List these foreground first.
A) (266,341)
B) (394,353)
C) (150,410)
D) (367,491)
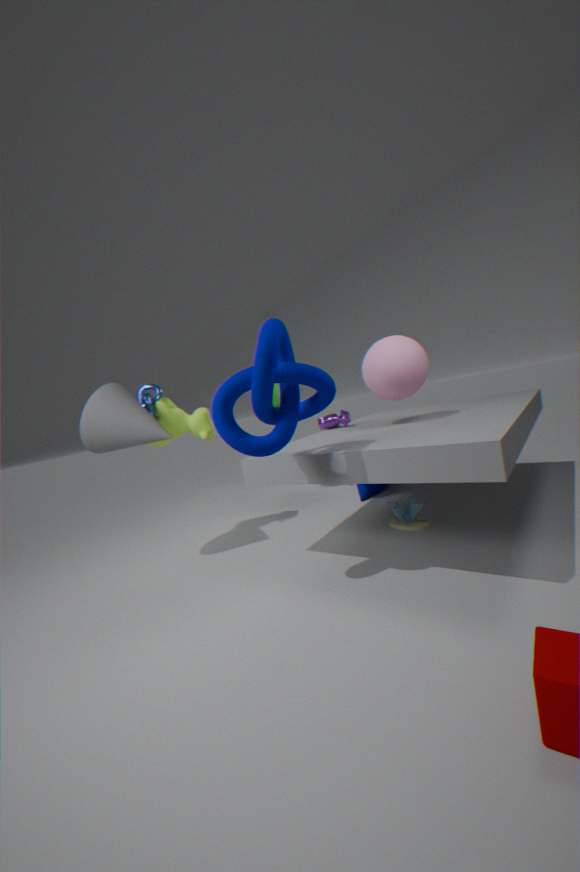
(266,341), (394,353), (150,410), (367,491)
